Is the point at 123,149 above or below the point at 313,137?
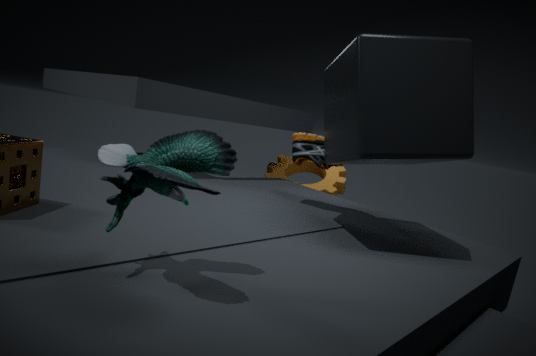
below
